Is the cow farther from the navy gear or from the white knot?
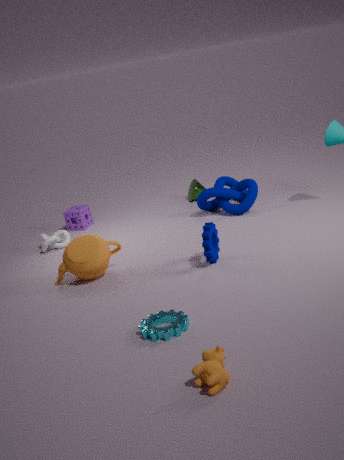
the white knot
